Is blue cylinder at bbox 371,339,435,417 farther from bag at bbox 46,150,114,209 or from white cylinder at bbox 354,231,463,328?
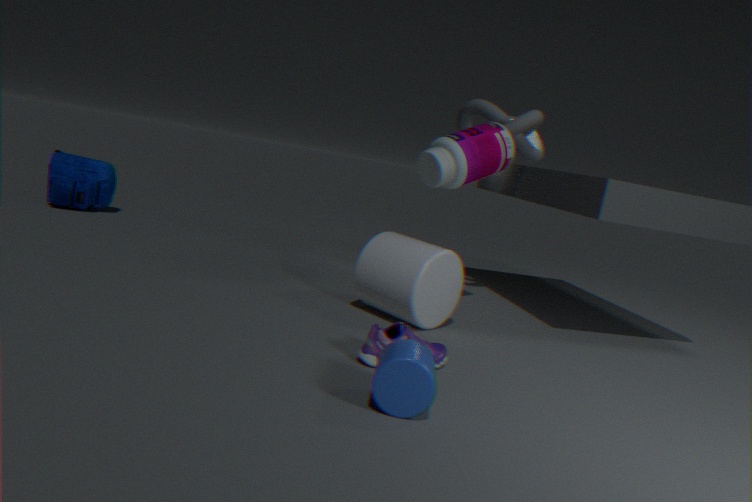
bag at bbox 46,150,114,209
